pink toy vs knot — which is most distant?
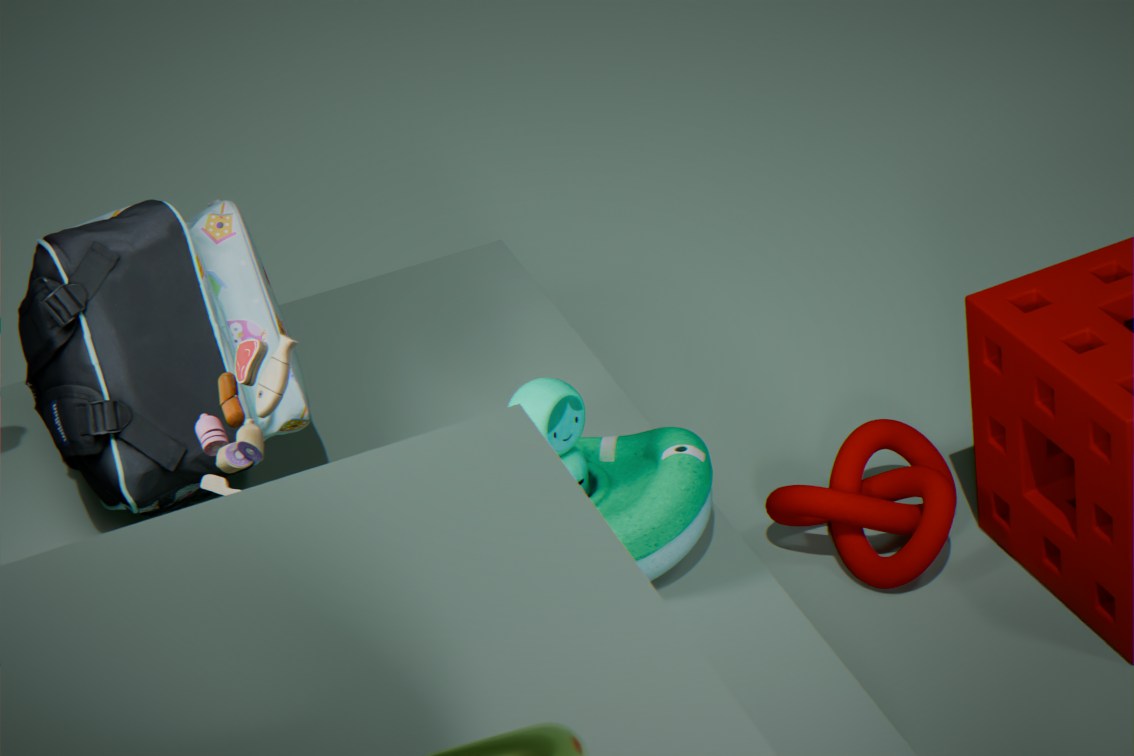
knot
